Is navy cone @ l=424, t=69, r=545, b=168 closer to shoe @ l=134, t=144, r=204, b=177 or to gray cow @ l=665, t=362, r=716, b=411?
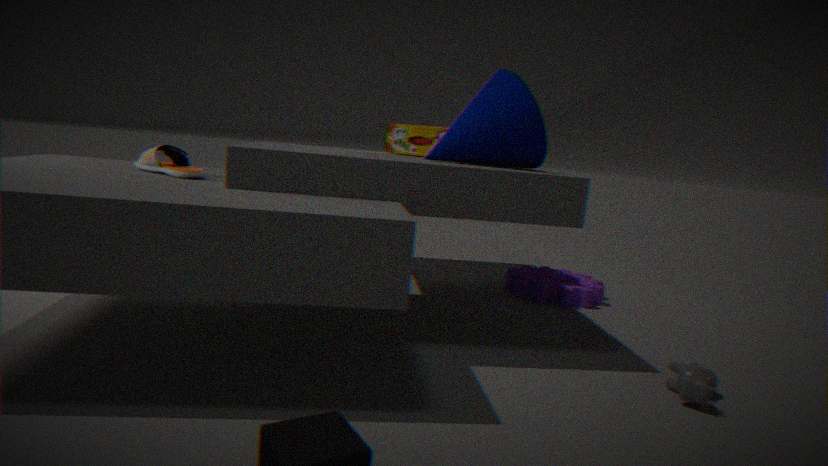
shoe @ l=134, t=144, r=204, b=177
